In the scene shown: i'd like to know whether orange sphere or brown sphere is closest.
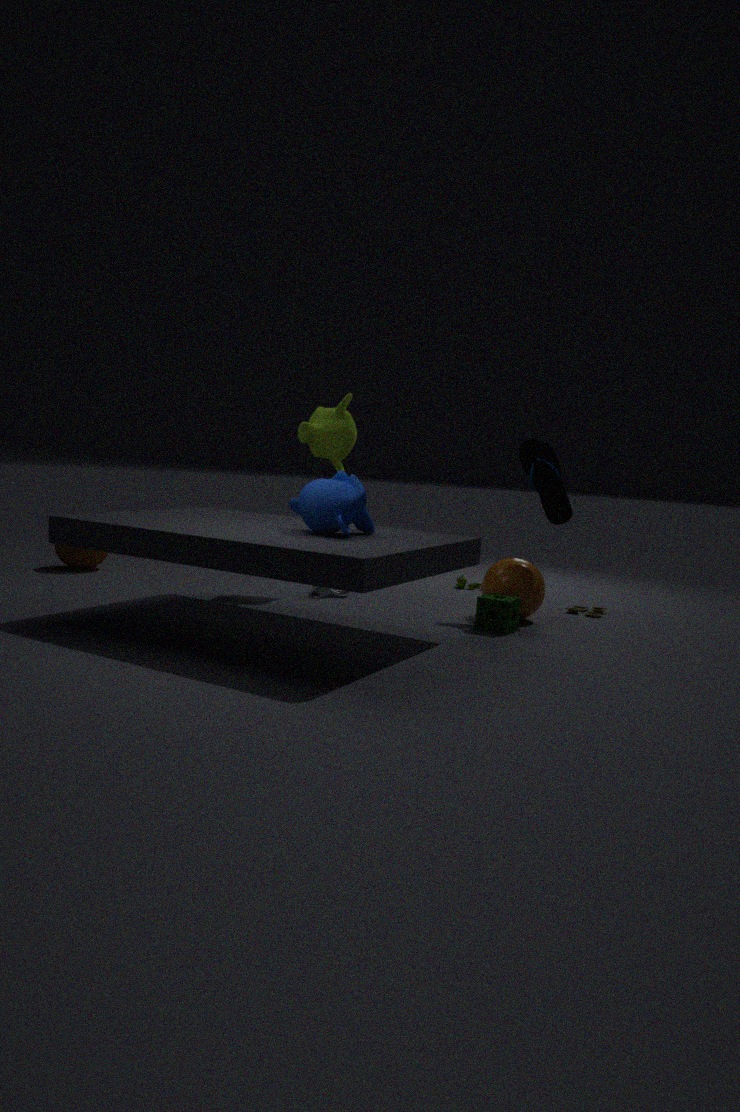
orange sphere
